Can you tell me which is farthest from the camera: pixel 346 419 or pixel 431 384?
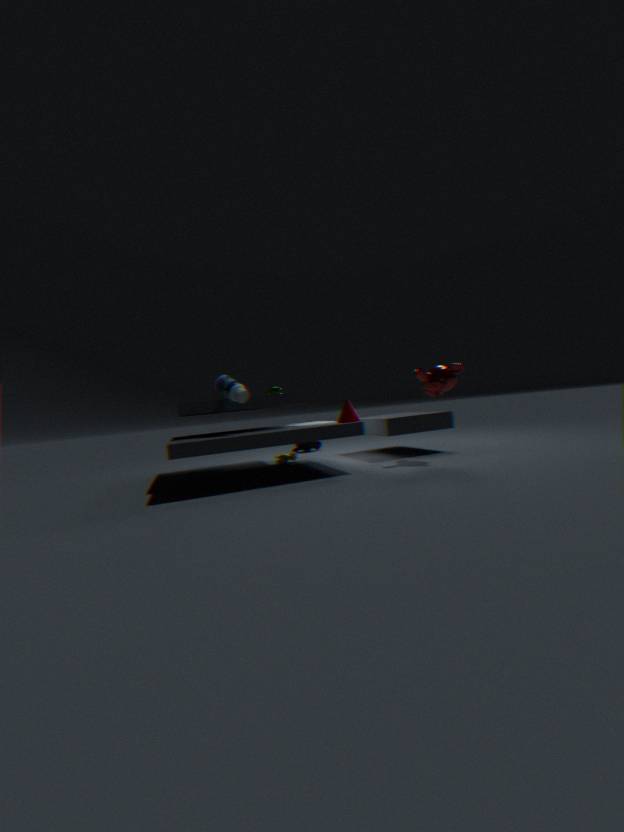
pixel 431 384
